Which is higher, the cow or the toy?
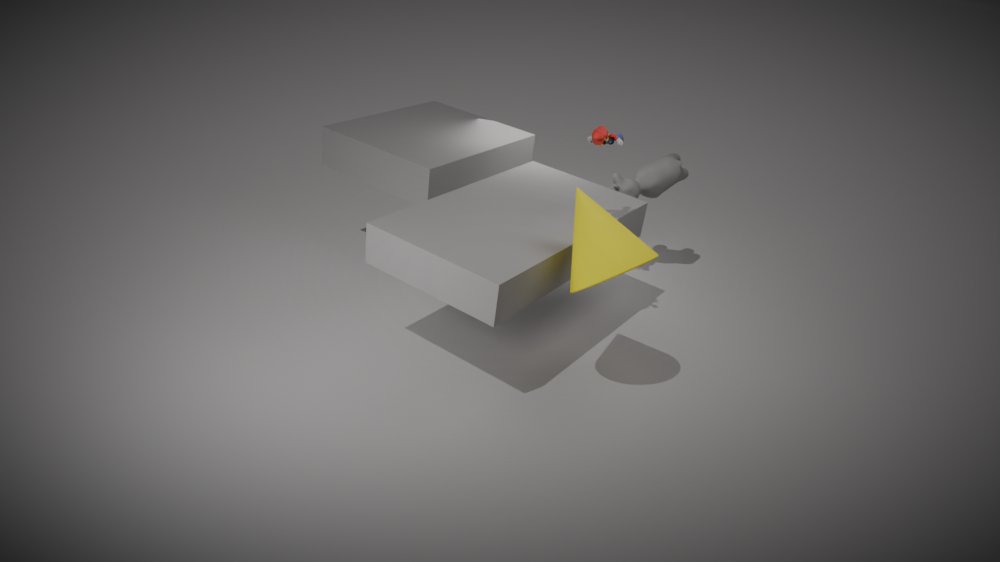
the toy
